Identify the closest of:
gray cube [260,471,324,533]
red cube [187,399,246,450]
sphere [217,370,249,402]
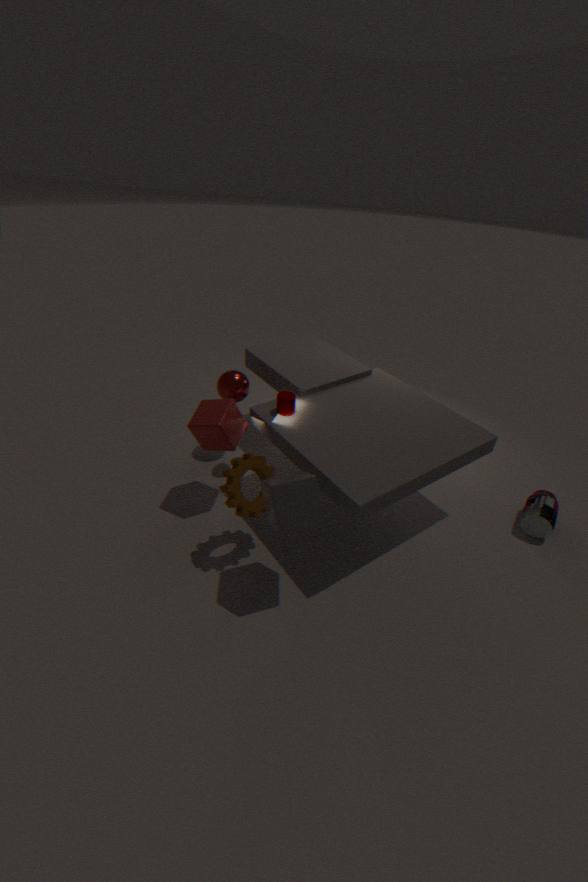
gray cube [260,471,324,533]
